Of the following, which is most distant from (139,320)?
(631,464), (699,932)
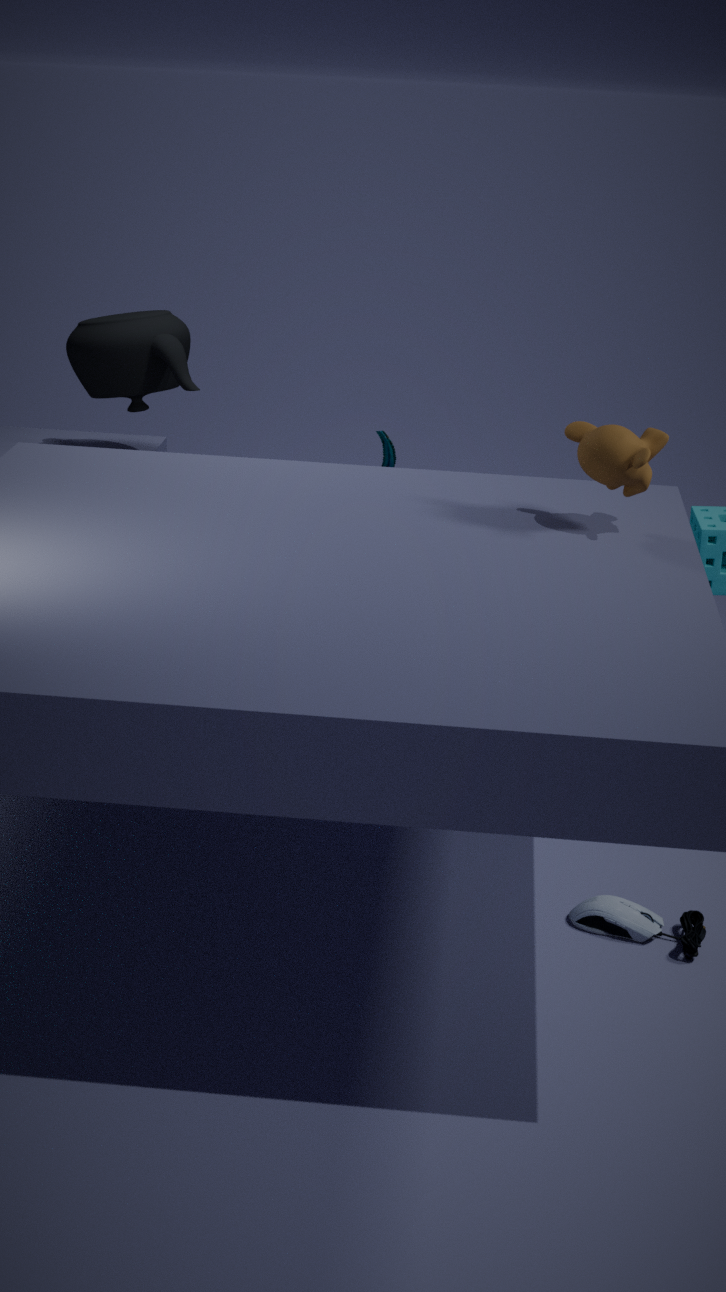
(699,932)
